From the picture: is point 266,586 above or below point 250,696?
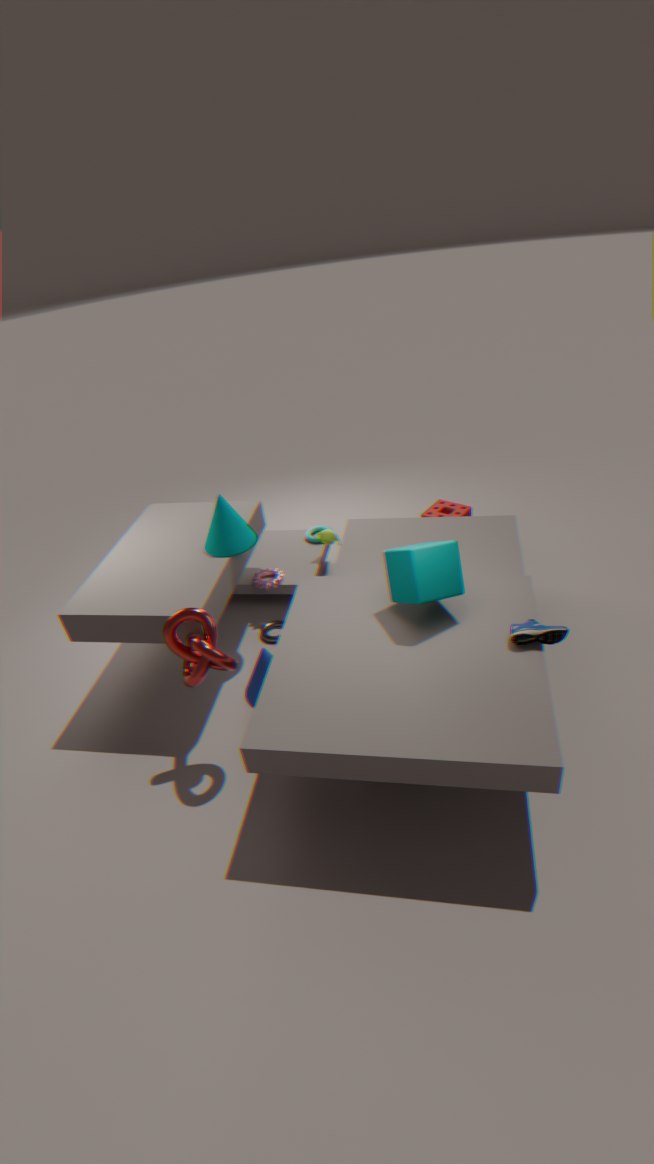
above
